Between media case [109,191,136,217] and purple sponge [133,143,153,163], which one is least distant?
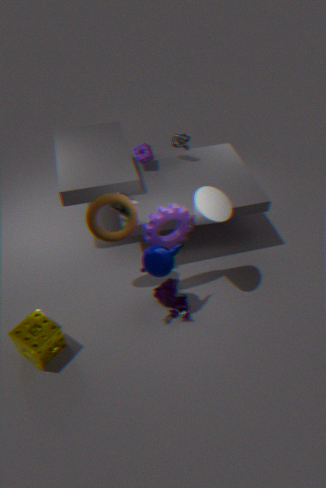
media case [109,191,136,217]
